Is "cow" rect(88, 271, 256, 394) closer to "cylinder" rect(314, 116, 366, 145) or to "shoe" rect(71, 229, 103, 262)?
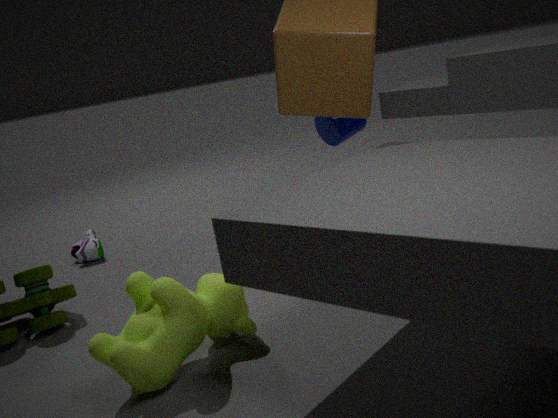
"cylinder" rect(314, 116, 366, 145)
